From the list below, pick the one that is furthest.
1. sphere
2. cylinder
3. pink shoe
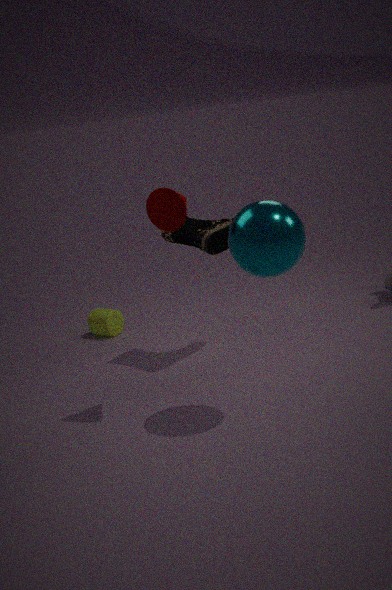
cylinder
